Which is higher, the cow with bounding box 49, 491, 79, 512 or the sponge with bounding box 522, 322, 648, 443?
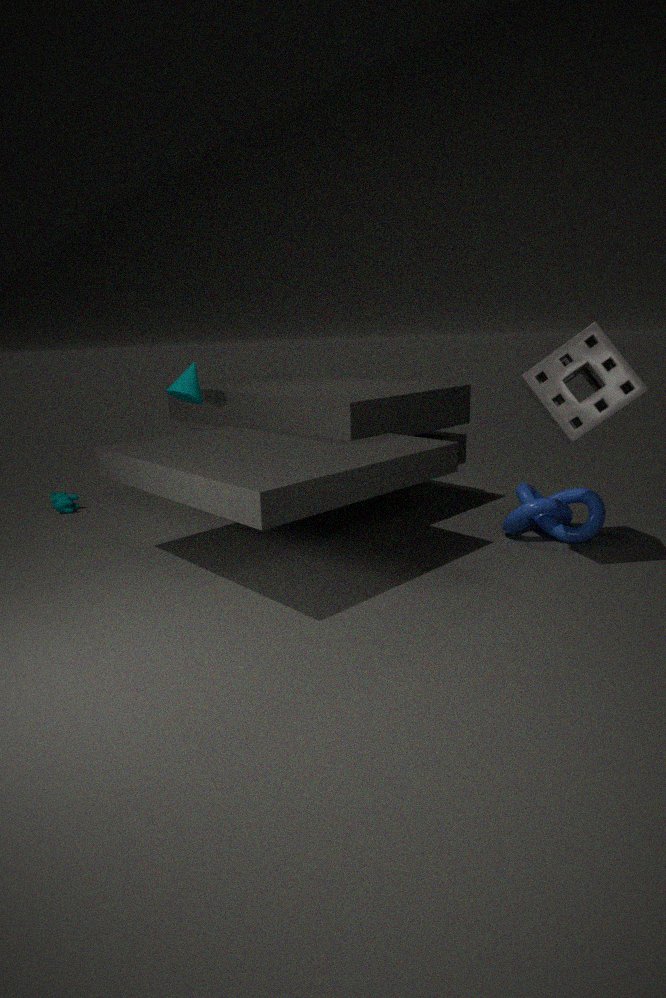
the sponge with bounding box 522, 322, 648, 443
